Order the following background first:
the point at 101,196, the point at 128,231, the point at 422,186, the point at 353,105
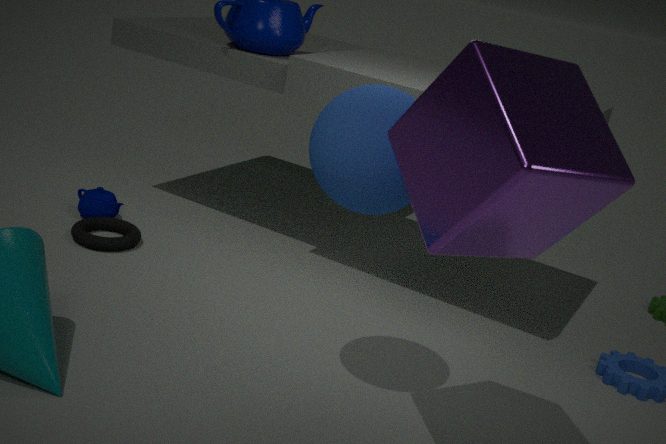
the point at 101,196, the point at 128,231, the point at 353,105, the point at 422,186
